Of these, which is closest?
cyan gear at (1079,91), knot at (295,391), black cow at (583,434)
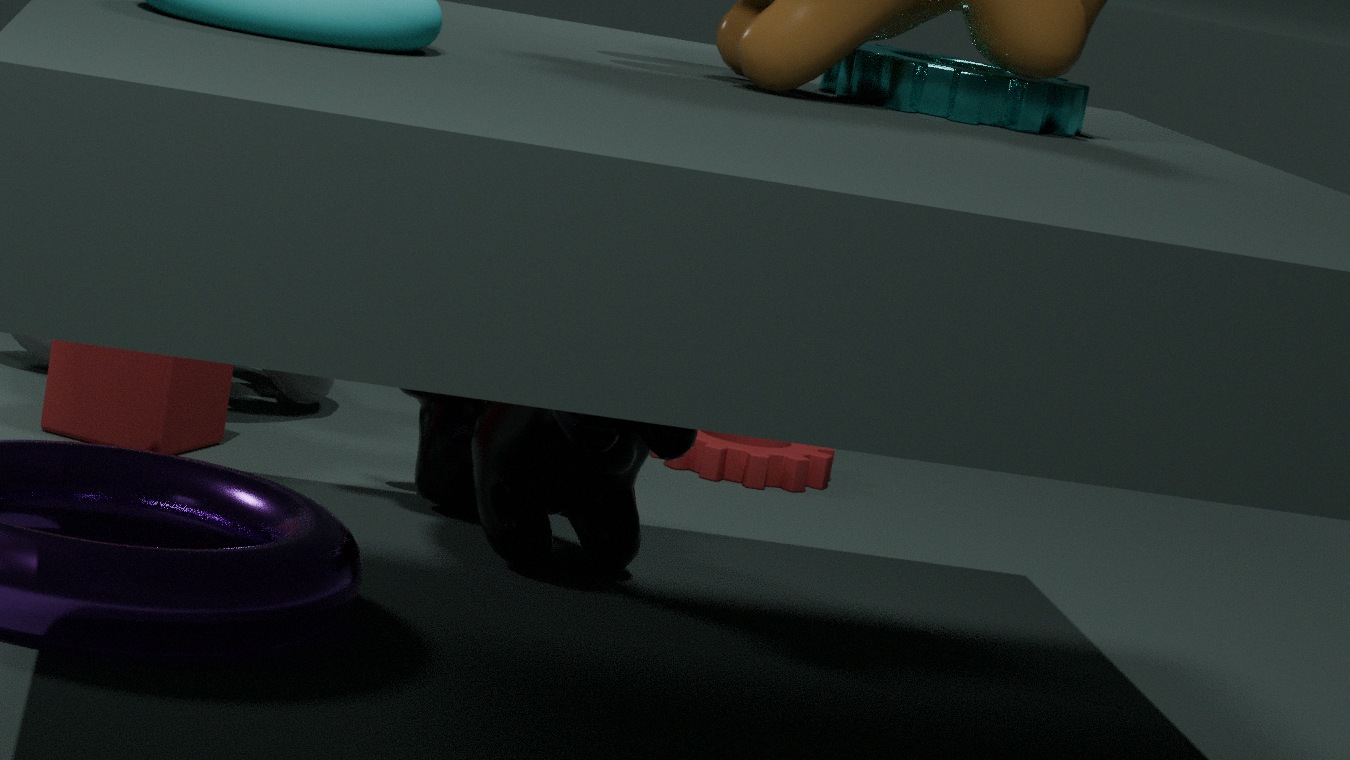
cyan gear at (1079,91)
